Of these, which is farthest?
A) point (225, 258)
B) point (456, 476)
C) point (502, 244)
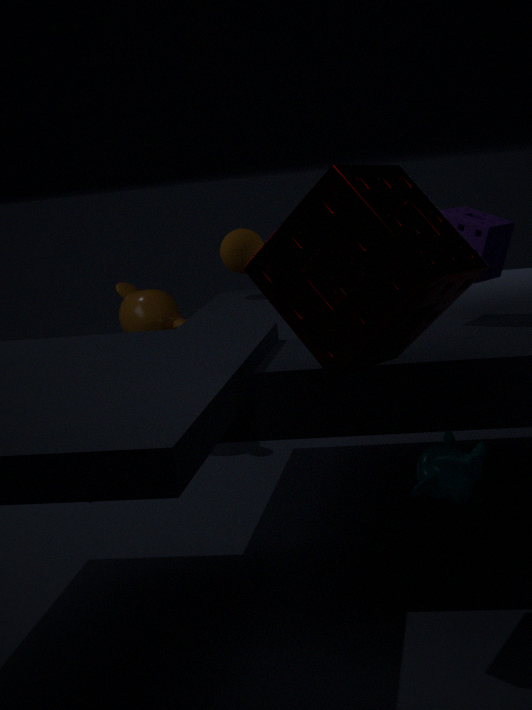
point (225, 258)
